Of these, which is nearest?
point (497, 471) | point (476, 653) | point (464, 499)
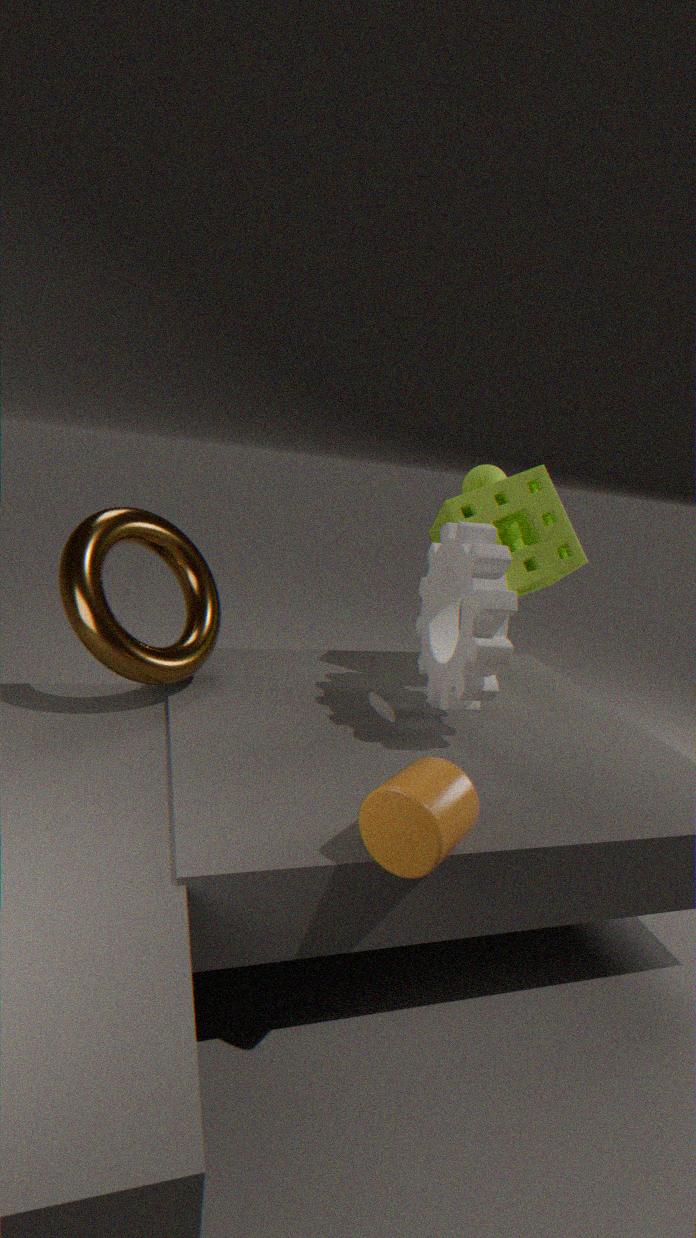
point (476, 653)
